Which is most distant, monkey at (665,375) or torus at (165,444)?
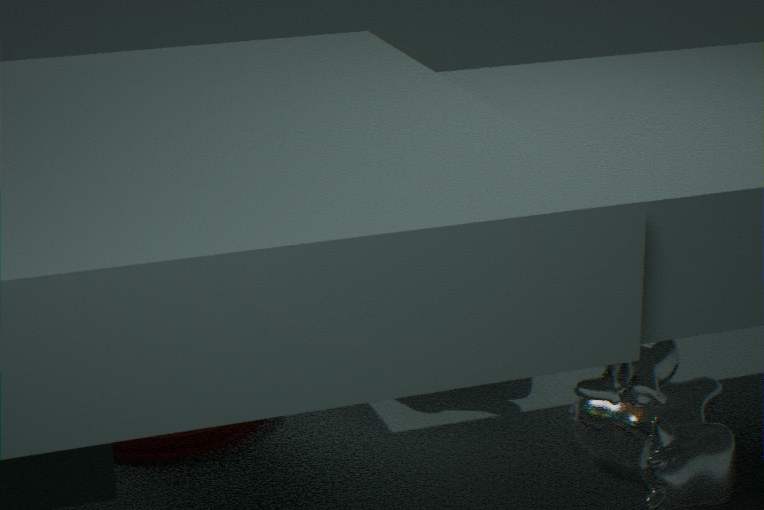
torus at (165,444)
